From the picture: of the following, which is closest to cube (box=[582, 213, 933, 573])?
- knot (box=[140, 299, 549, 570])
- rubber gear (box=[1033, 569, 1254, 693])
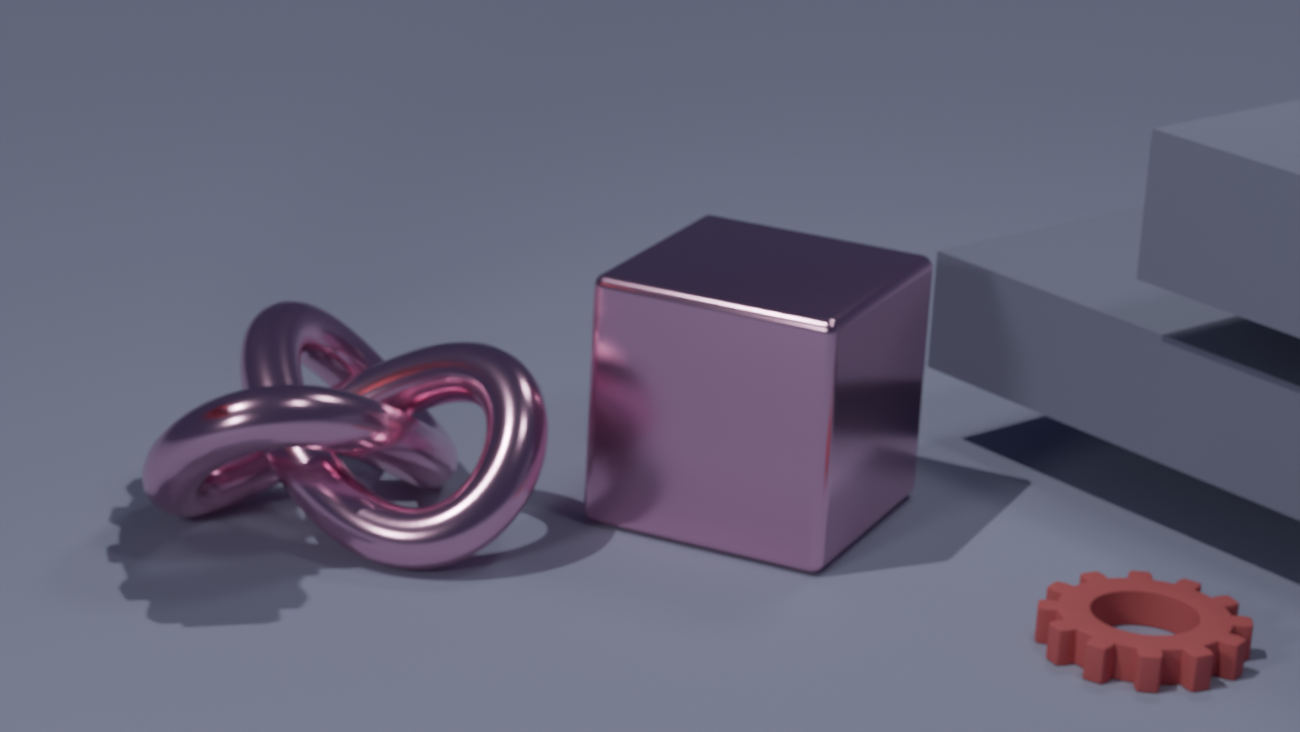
knot (box=[140, 299, 549, 570])
